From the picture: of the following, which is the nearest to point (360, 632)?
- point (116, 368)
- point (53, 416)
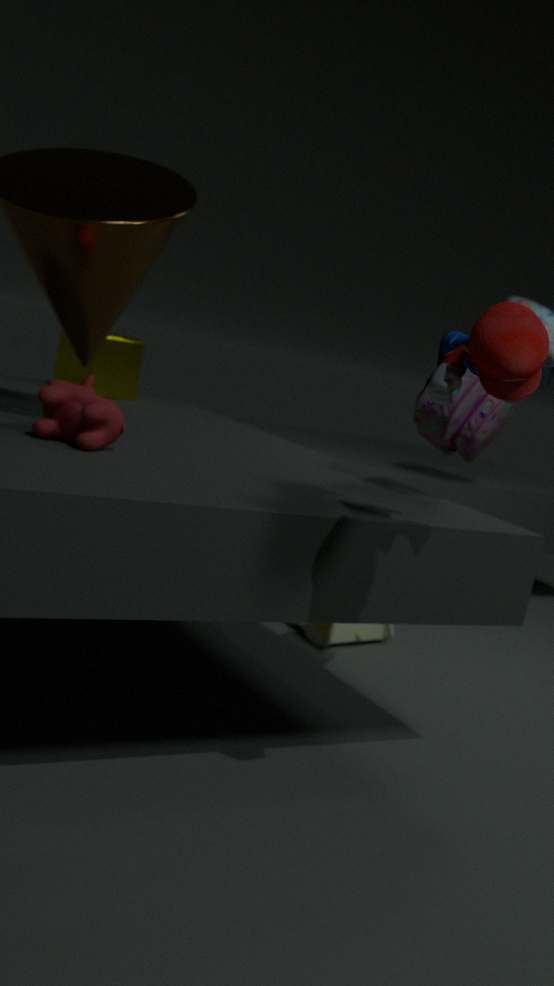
point (116, 368)
